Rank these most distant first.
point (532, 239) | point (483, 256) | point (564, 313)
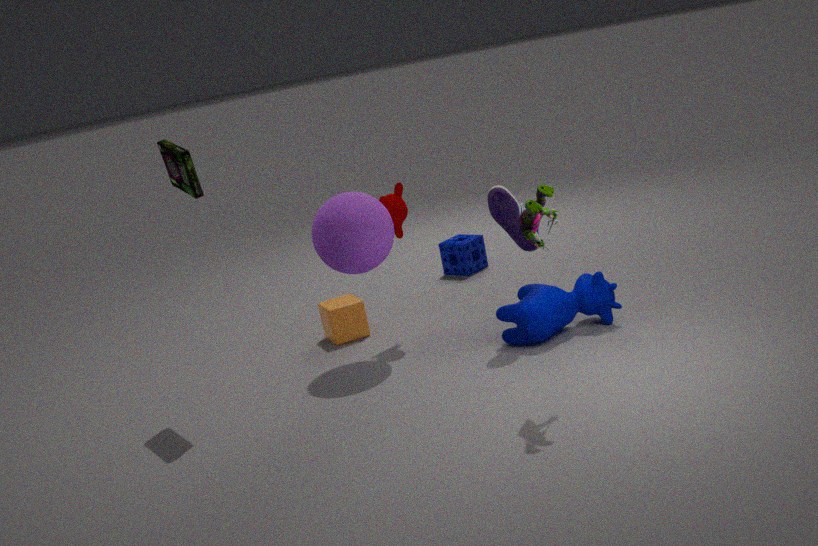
point (483, 256) → point (564, 313) → point (532, 239)
